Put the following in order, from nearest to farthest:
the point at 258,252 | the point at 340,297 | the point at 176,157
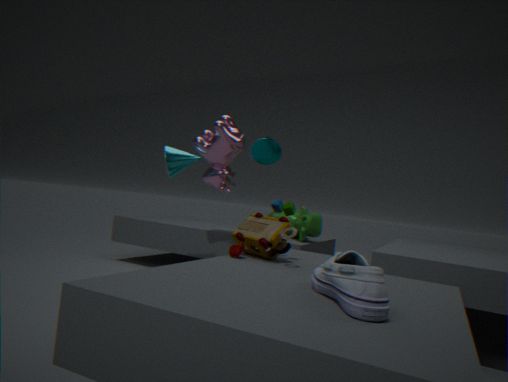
the point at 340,297
the point at 258,252
the point at 176,157
